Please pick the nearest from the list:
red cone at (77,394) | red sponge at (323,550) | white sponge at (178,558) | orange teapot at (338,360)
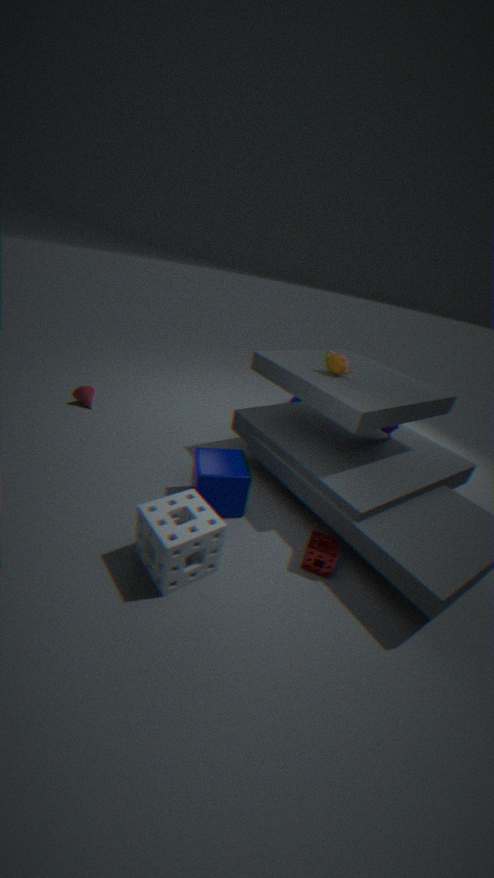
white sponge at (178,558)
